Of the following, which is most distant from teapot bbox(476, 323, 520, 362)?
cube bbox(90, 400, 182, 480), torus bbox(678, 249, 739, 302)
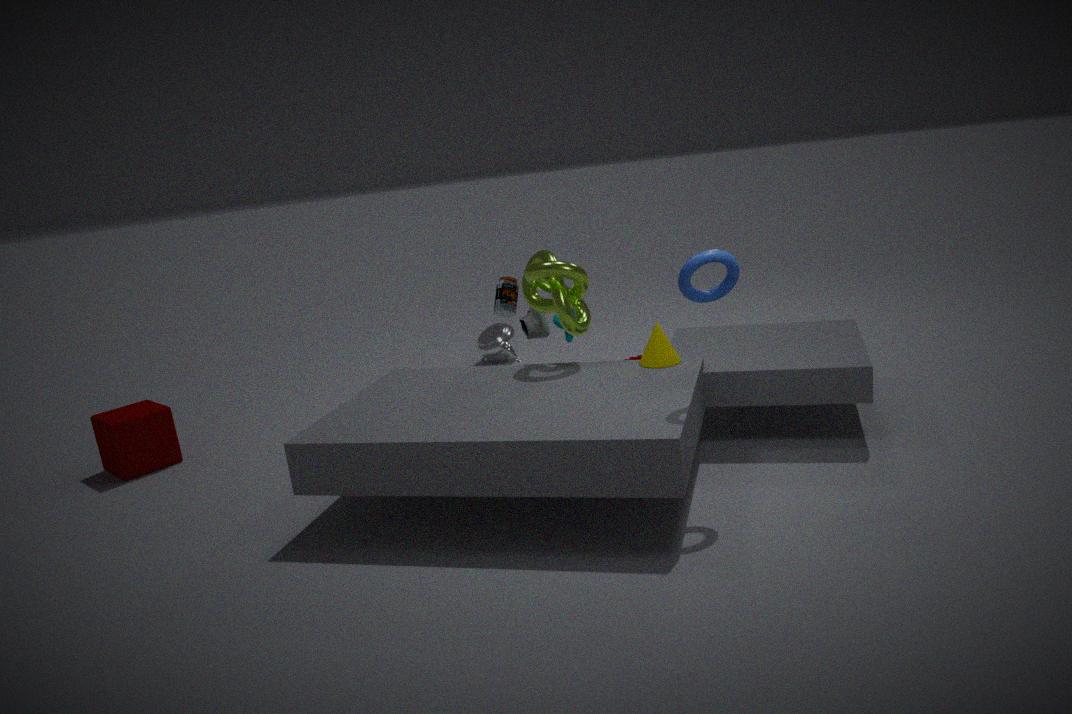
torus bbox(678, 249, 739, 302)
